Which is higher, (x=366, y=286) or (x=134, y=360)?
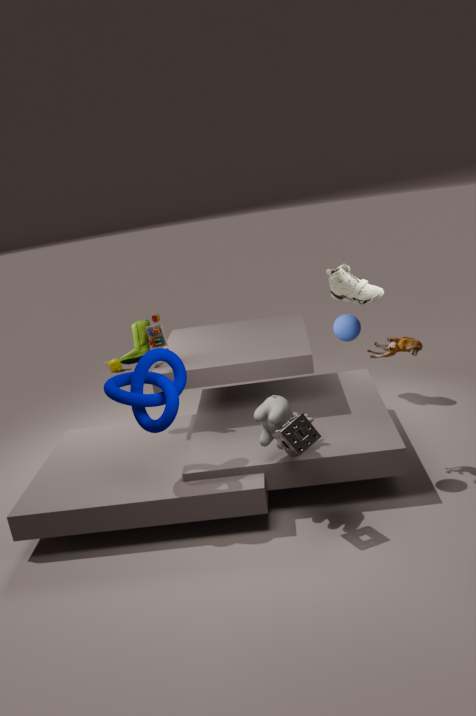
(x=366, y=286)
